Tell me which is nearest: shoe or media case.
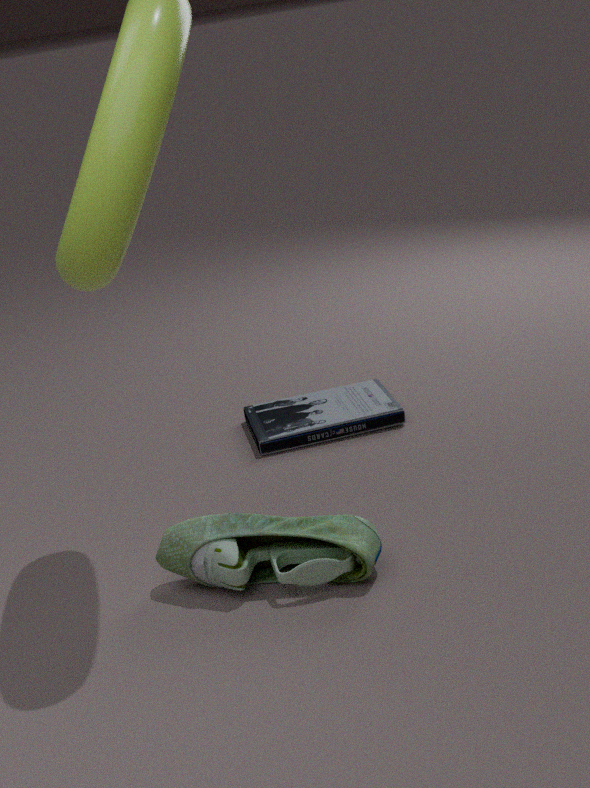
shoe
